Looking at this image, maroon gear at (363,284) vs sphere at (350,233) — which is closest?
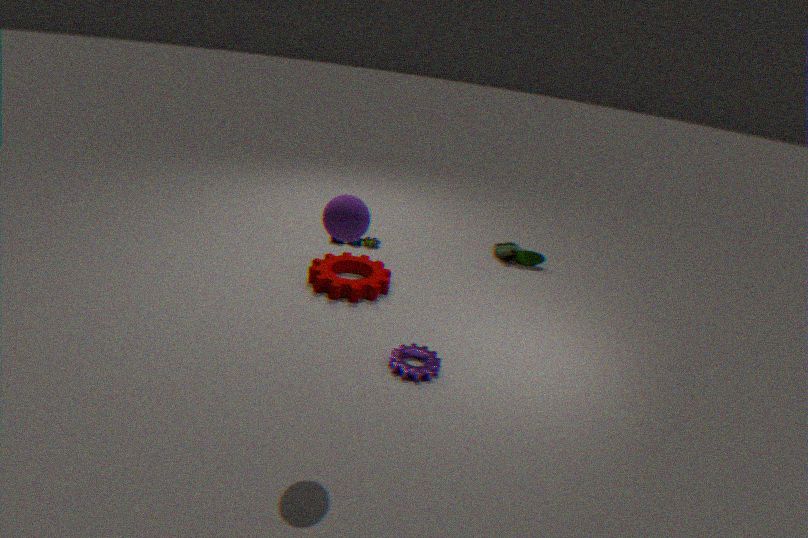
sphere at (350,233)
